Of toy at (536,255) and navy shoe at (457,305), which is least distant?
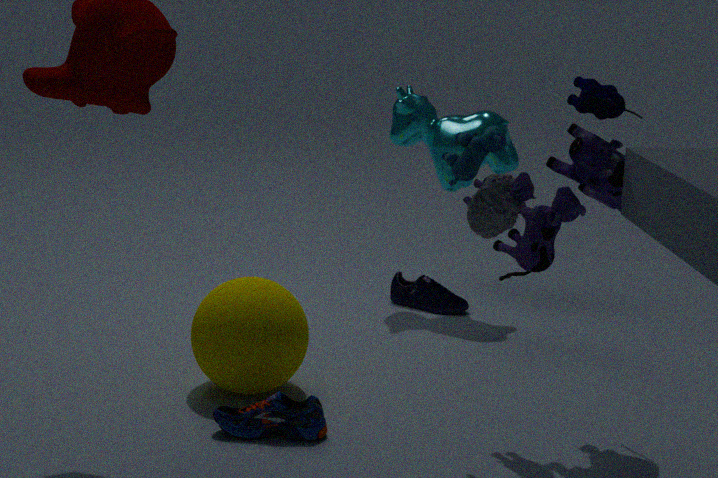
toy at (536,255)
